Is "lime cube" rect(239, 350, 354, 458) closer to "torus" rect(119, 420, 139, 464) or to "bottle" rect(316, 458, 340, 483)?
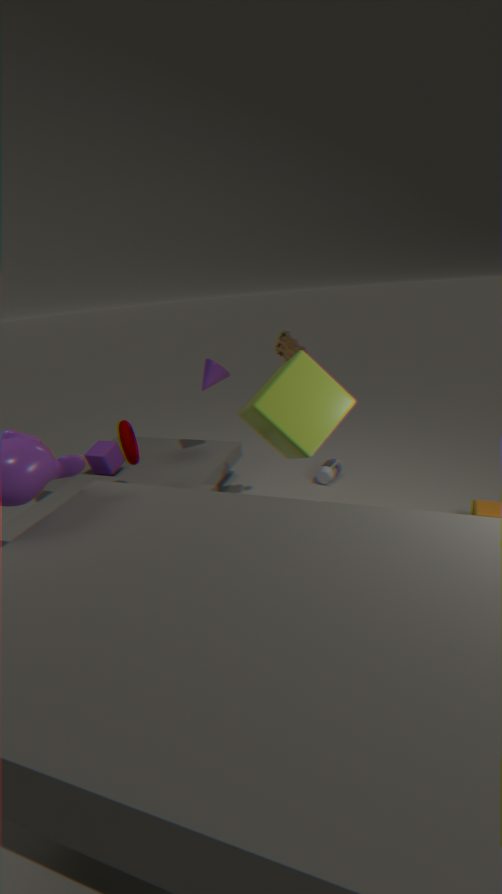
"torus" rect(119, 420, 139, 464)
